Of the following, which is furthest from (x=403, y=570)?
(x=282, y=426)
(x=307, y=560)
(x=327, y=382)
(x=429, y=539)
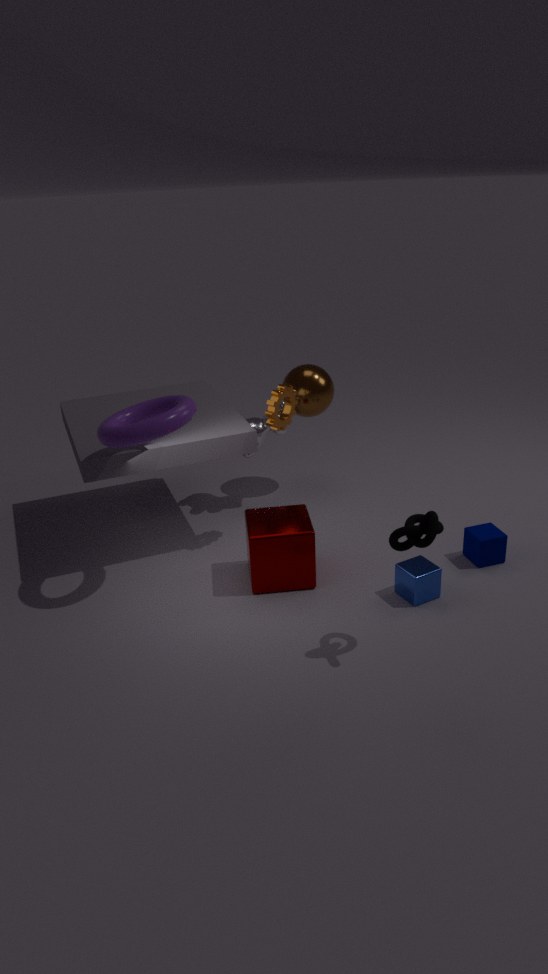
(x=327, y=382)
